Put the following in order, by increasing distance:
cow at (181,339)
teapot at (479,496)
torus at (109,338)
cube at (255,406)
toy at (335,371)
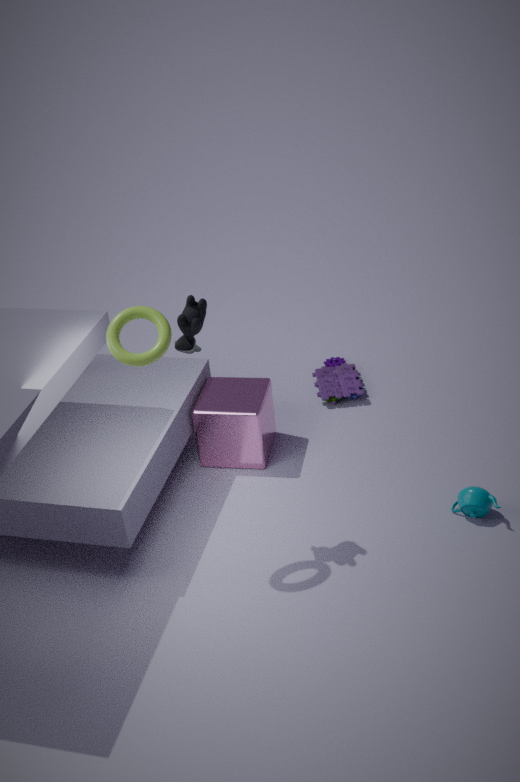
torus at (109,338), cow at (181,339), teapot at (479,496), cube at (255,406), toy at (335,371)
